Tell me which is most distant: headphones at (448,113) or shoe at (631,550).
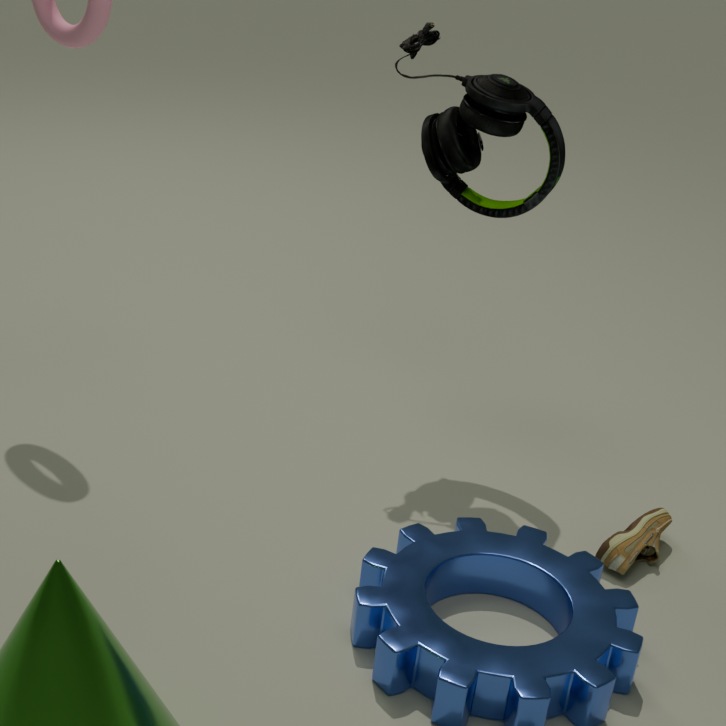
headphones at (448,113)
